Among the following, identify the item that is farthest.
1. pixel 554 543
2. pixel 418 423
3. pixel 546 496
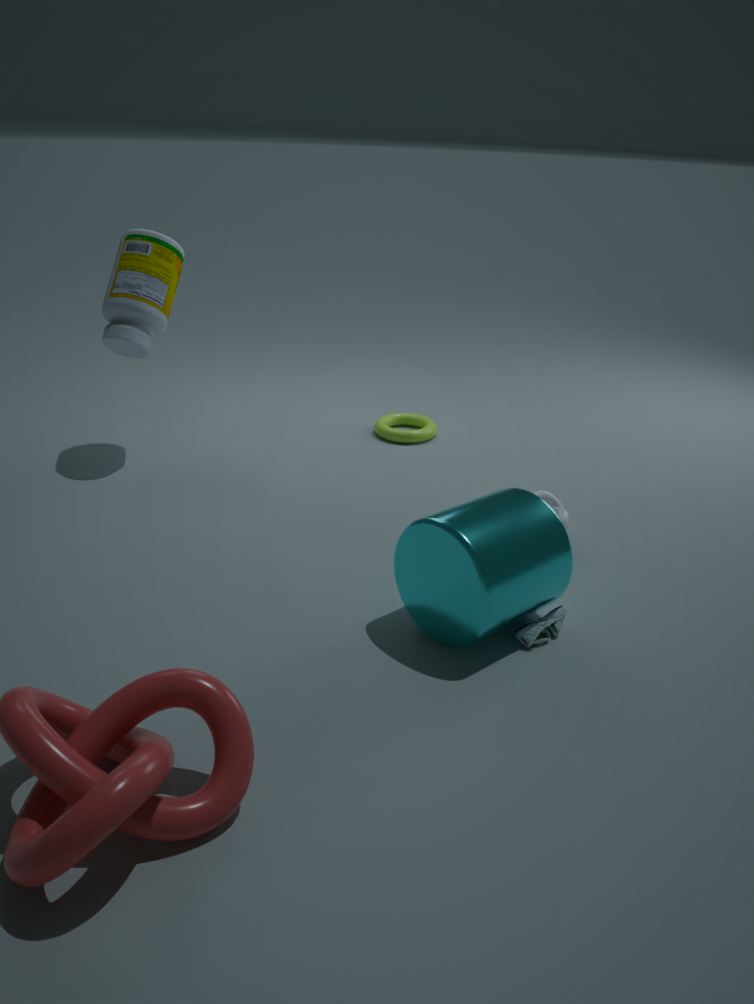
pixel 418 423
